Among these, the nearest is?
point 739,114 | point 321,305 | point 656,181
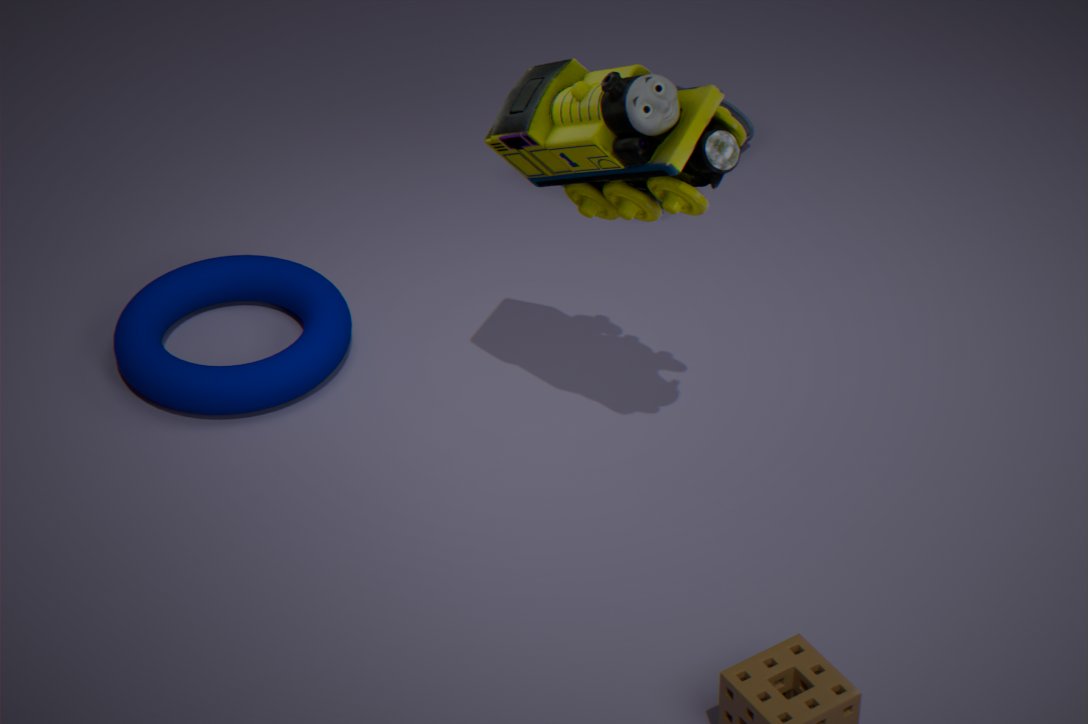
point 656,181
